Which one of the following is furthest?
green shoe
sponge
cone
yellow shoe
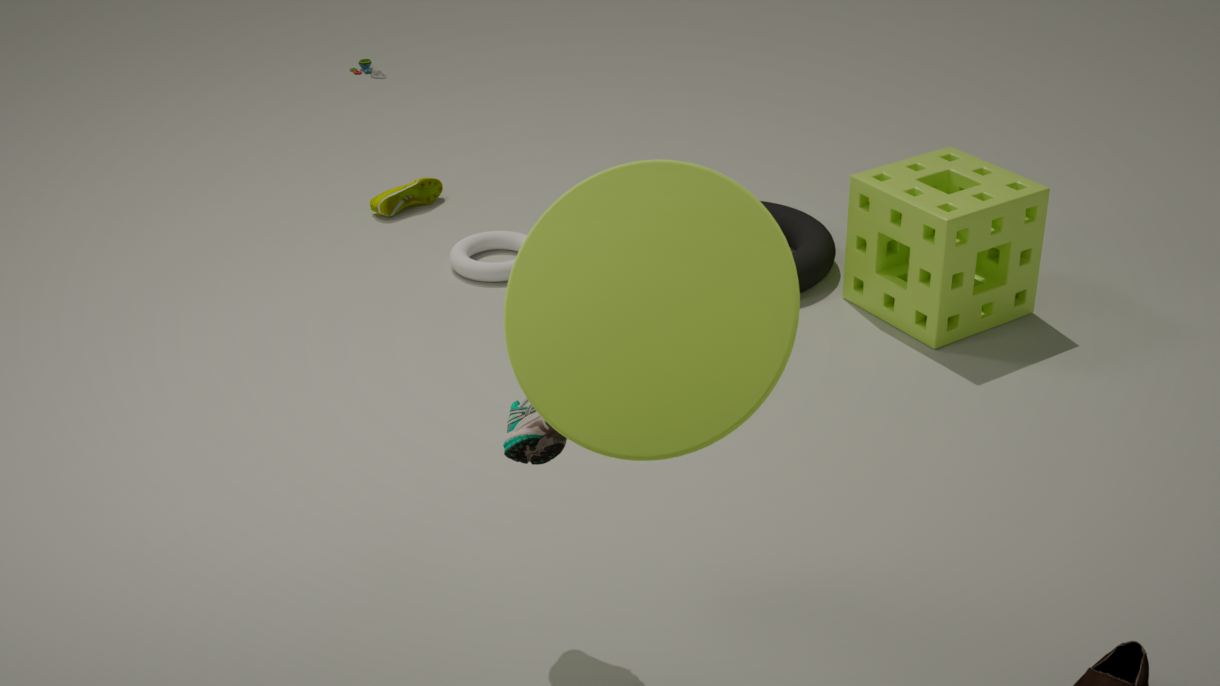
yellow shoe
